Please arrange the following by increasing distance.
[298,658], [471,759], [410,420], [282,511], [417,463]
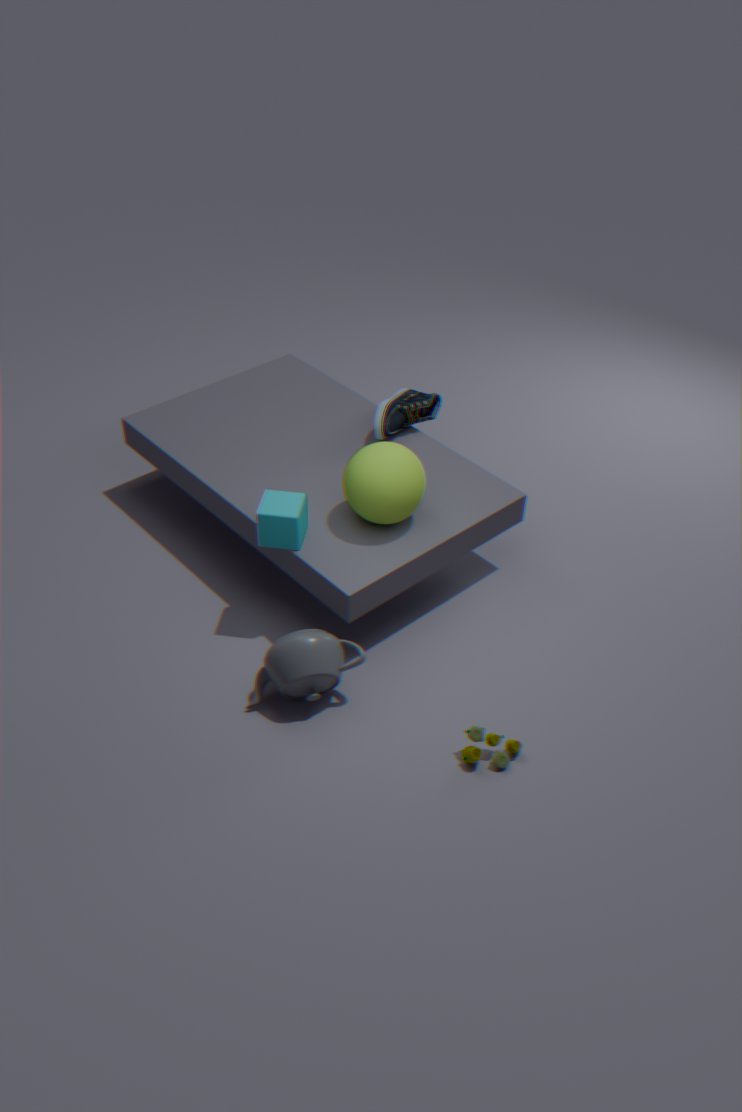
[471,759] < [298,658] < [282,511] < [417,463] < [410,420]
